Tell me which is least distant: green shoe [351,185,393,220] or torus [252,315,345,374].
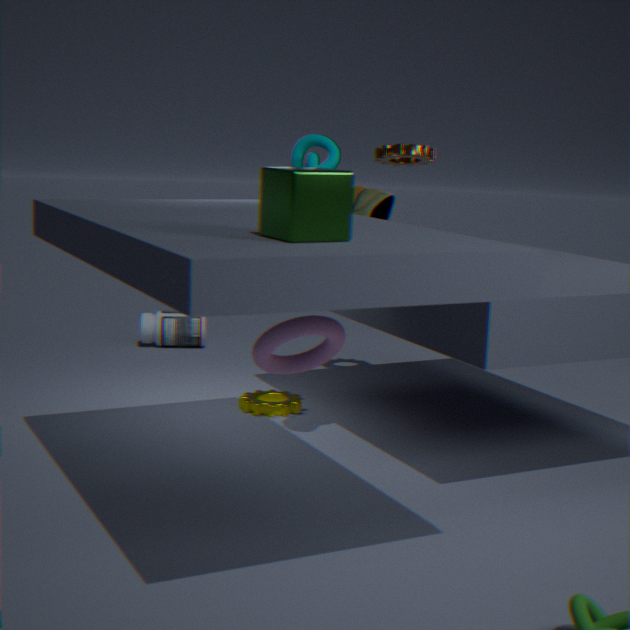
torus [252,315,345,374]
